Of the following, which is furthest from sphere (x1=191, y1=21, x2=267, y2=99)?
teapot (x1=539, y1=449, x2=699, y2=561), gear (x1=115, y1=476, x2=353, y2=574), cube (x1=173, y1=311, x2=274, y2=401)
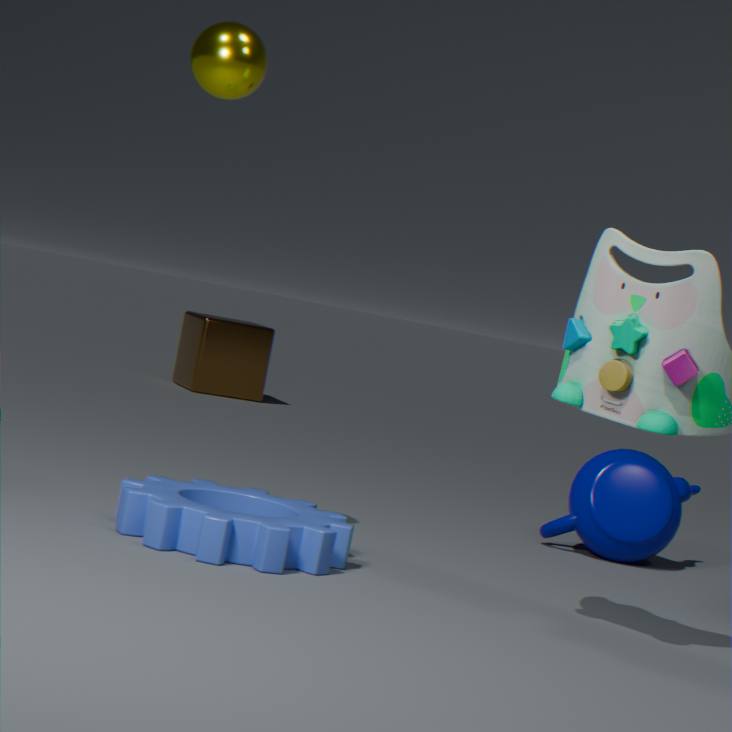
cube (x1=173, y1=311, x2=274, y2=401)
